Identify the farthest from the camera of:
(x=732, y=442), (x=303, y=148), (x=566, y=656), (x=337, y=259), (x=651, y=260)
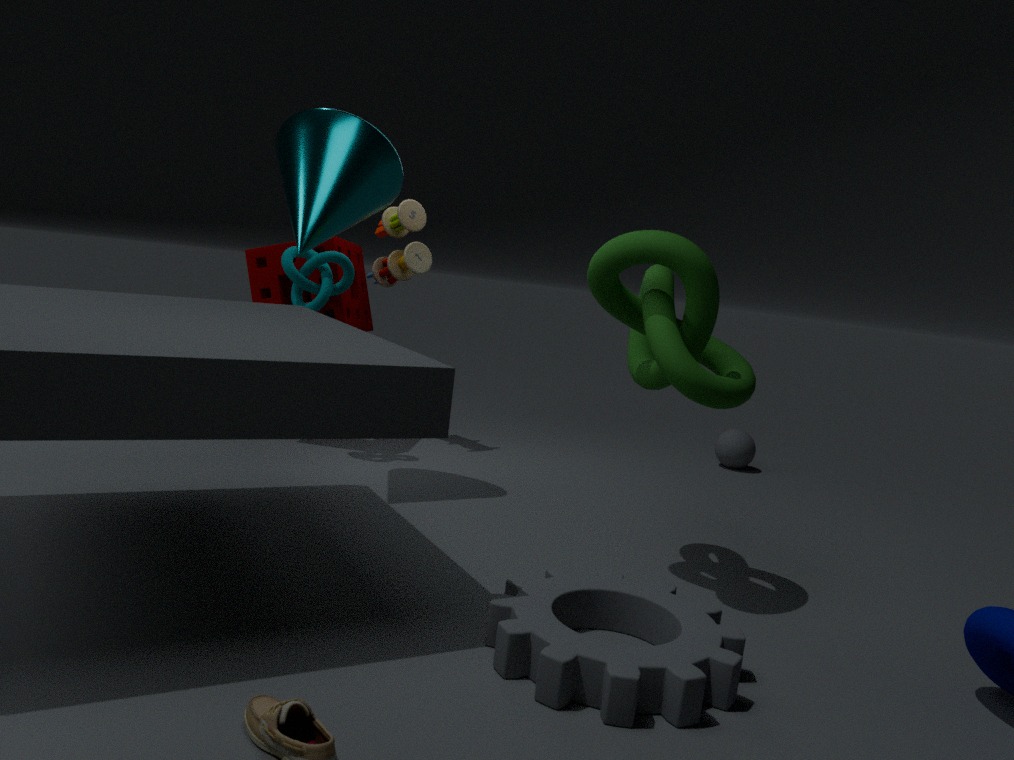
(x=732, y=442)
